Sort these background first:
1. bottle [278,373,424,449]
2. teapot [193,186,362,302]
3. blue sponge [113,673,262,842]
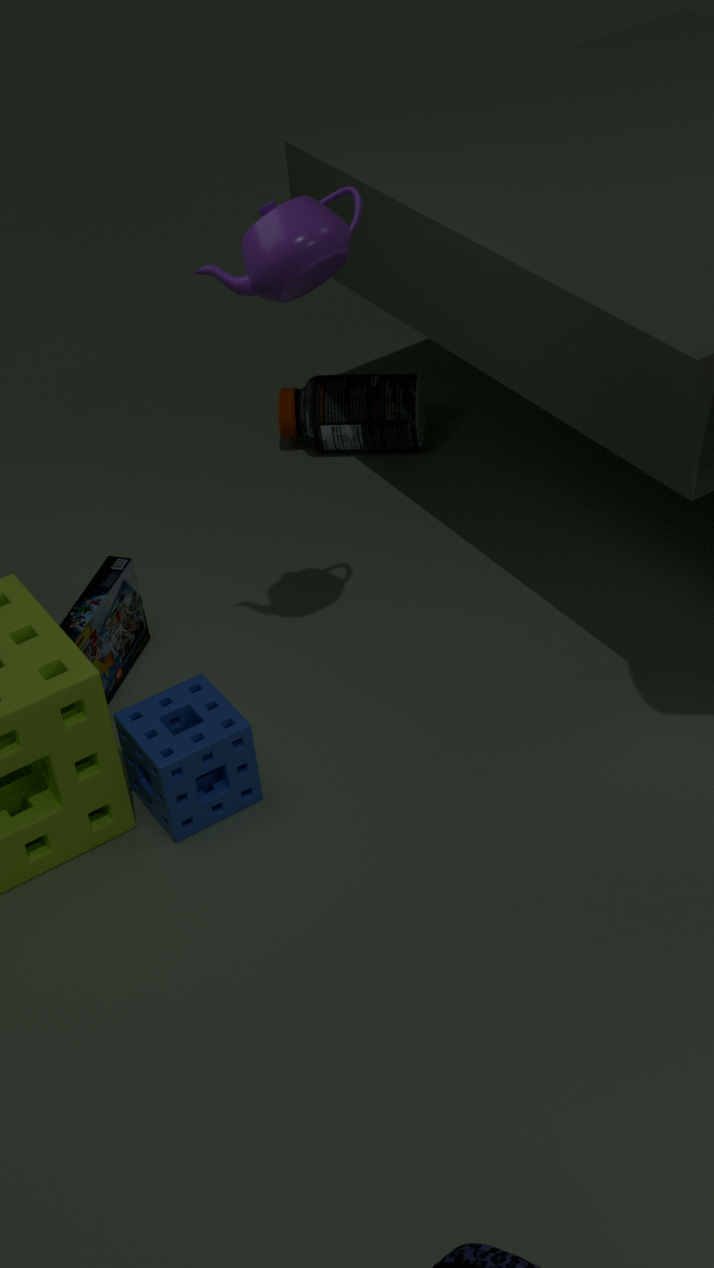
bottle [278,373,424,449]
blue sponge [113,673,262,842]
teapot [193,186,362,302]
